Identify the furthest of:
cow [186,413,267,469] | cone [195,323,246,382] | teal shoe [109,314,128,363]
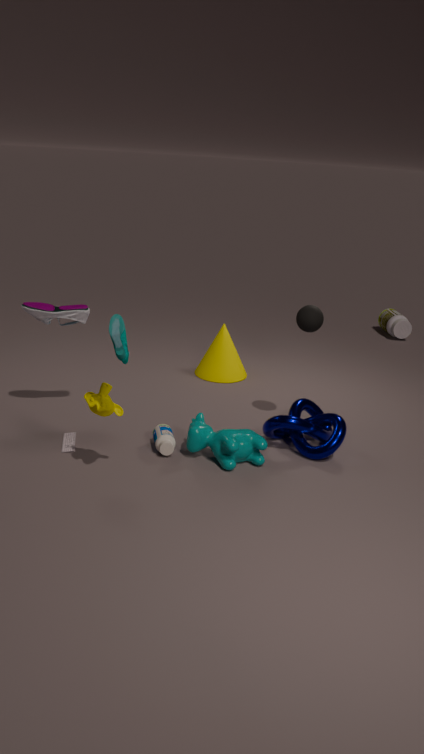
cone [195,323,246,382]
